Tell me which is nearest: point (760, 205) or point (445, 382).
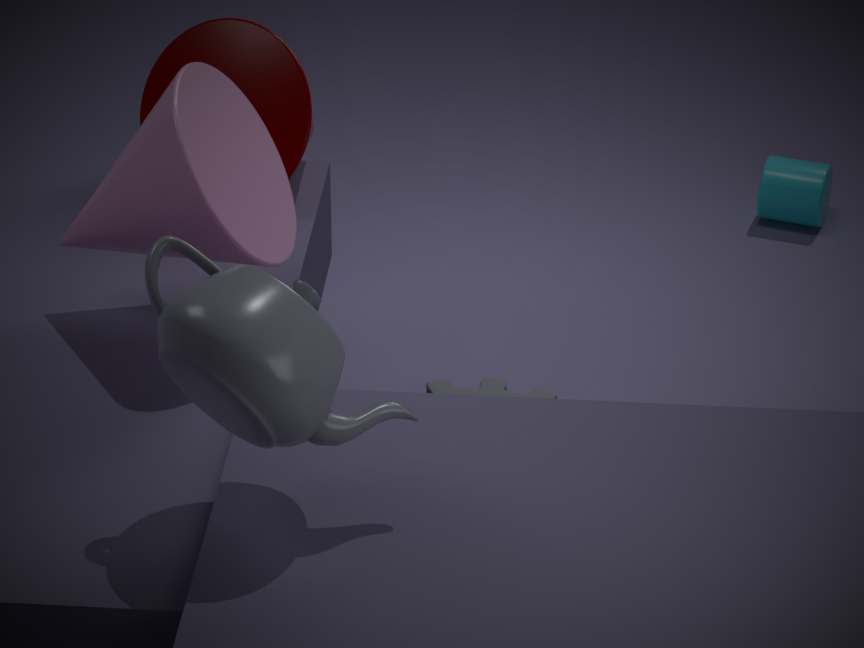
point (445, 382)
